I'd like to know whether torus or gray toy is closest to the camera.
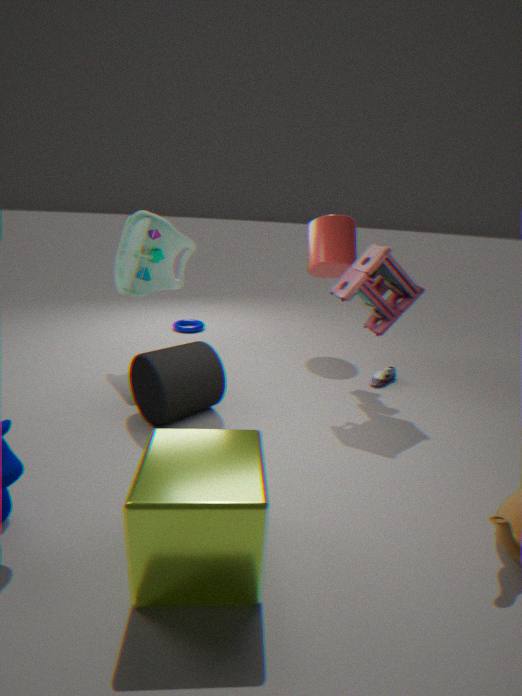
gray toy
